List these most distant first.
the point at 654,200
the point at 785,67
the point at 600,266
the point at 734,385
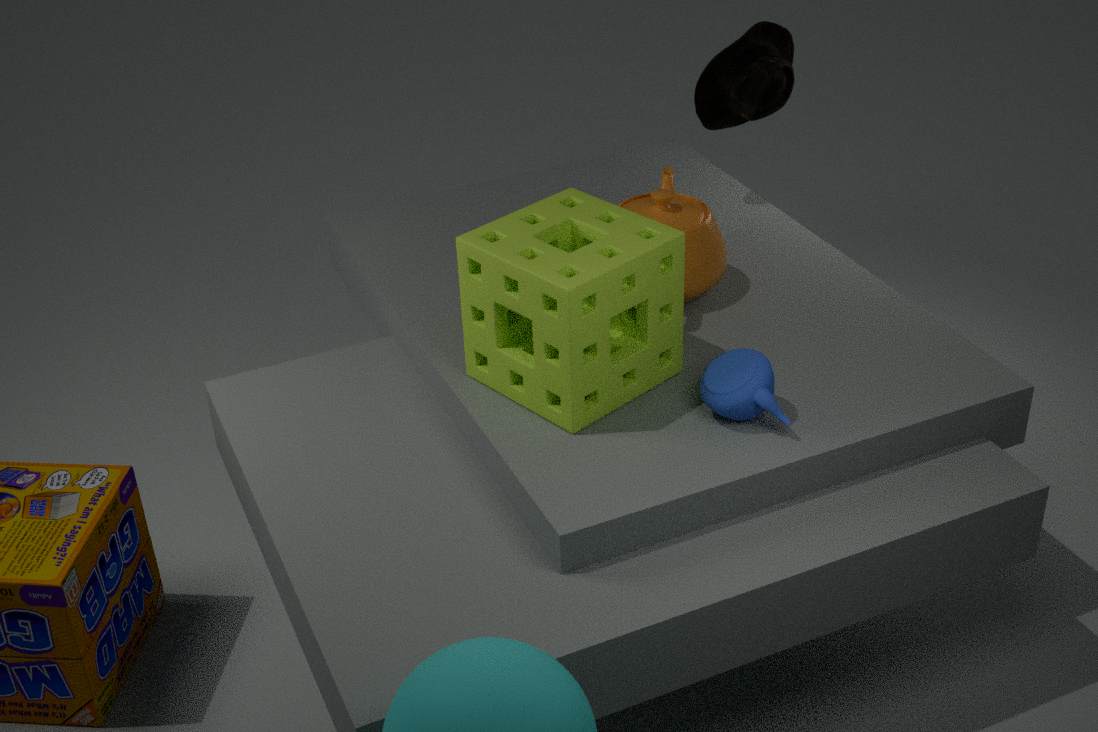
the point at 785,67
the point at 654,200
the point at 734,385
the point at 600,266
